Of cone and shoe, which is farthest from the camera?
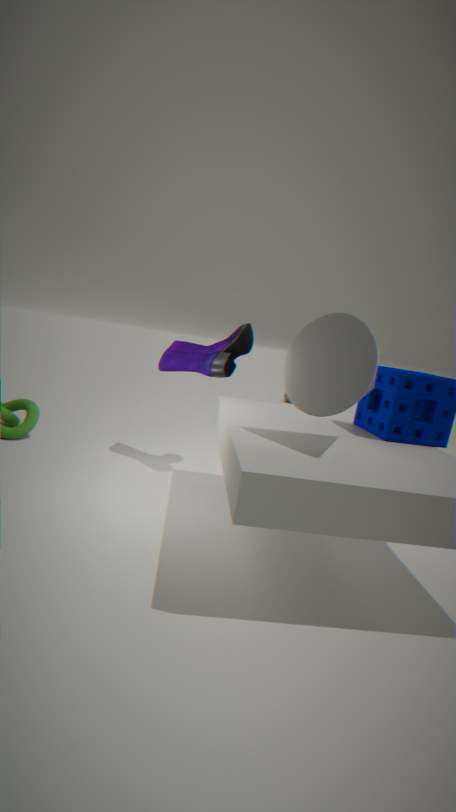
shoe
